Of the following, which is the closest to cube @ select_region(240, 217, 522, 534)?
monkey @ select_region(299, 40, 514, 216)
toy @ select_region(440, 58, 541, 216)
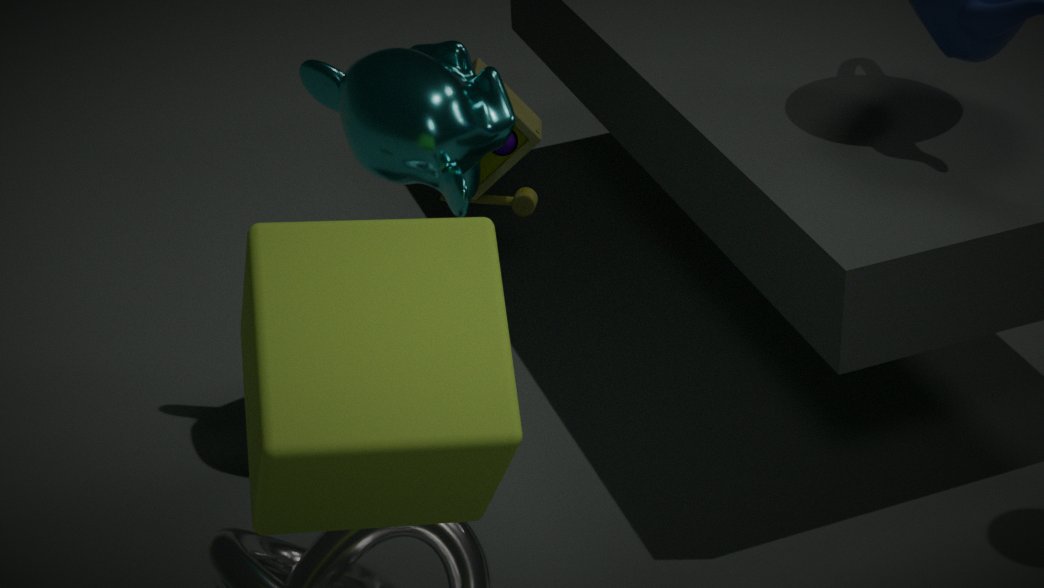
monkey @ select_region(299, 40, 514, 216)
